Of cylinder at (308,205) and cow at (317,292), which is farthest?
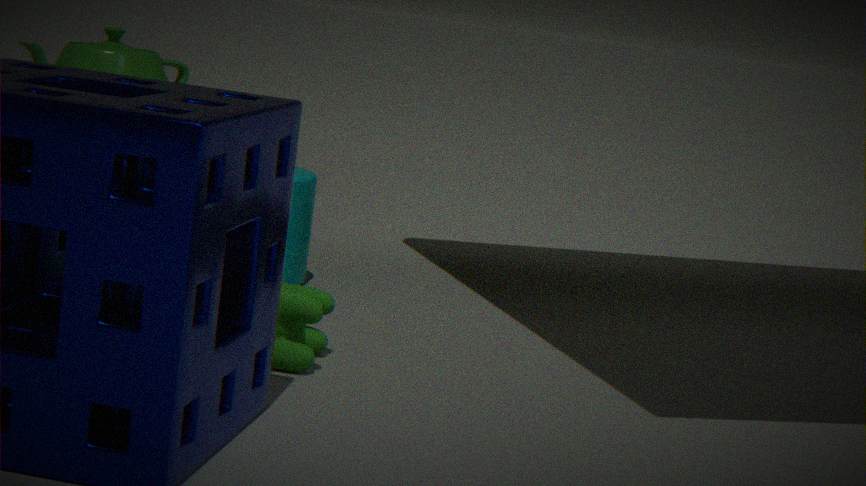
cylinder at (308,205)
